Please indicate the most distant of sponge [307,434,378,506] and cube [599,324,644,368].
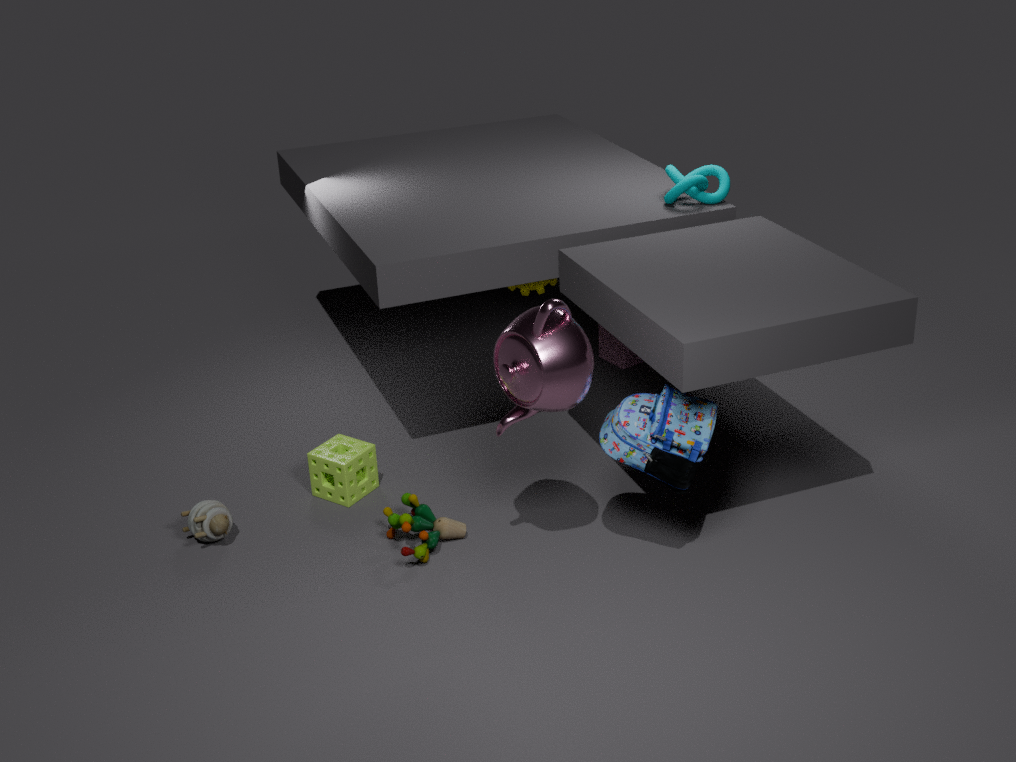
cube [599,324,644,368]
